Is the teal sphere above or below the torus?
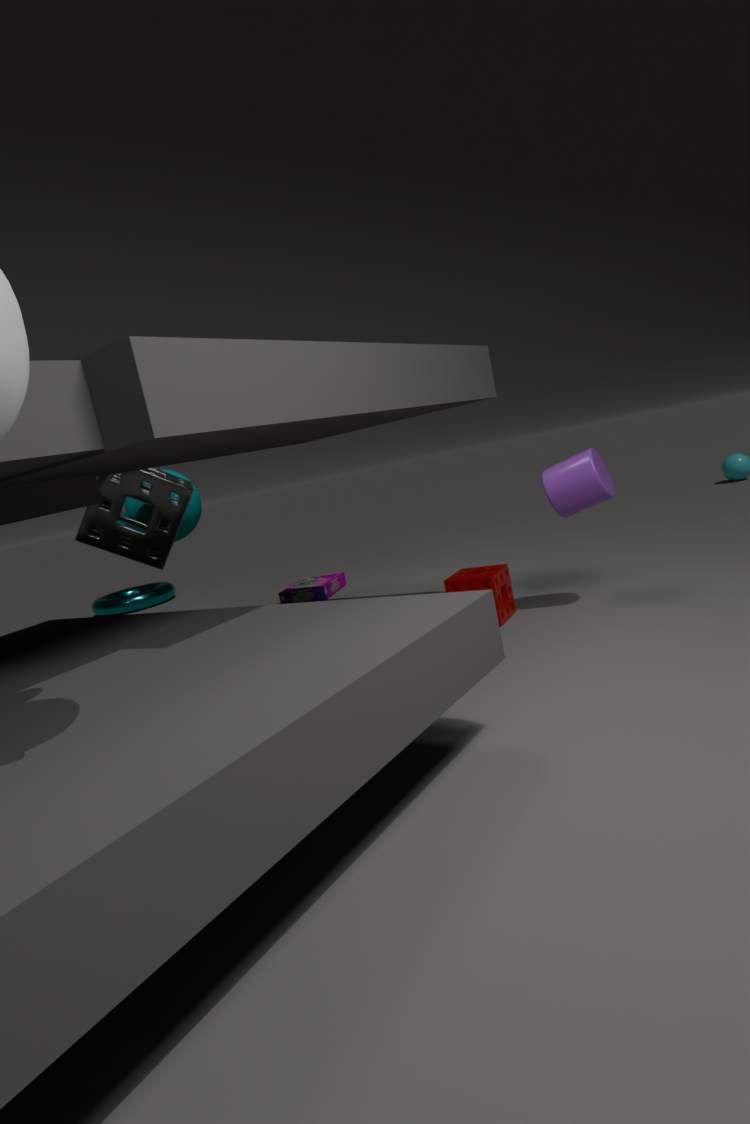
above
